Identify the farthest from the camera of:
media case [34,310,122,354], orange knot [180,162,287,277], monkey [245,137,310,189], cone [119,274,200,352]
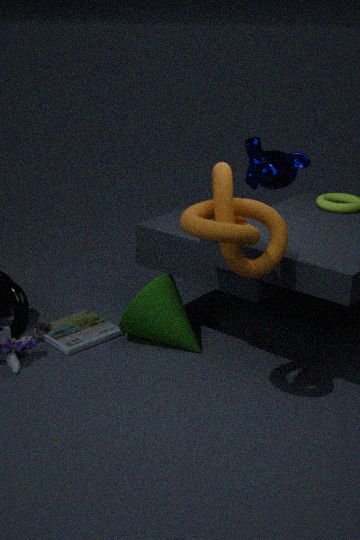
monkey [245,137,310,189]
